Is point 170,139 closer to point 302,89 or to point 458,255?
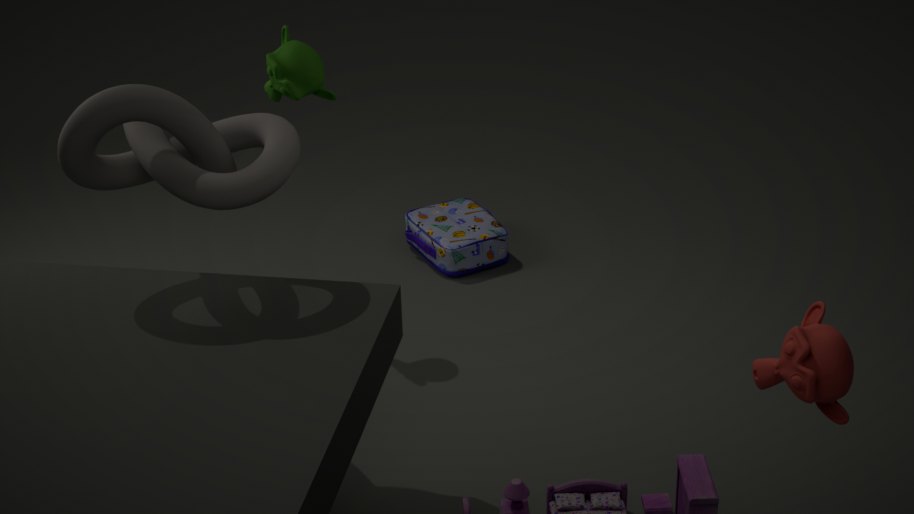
point 302,89
